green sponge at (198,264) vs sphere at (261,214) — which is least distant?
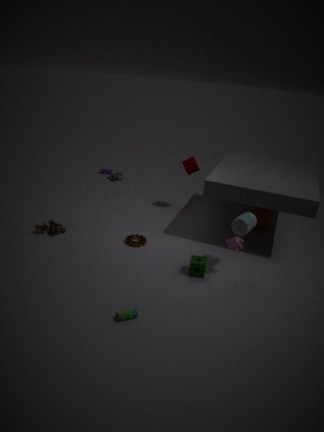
green sponge at (198,264)
